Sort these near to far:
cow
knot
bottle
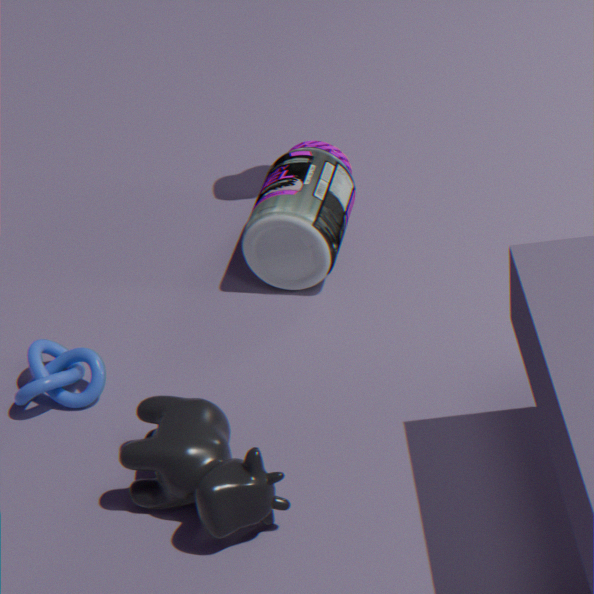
1. cow
2. knot
3. bottle
